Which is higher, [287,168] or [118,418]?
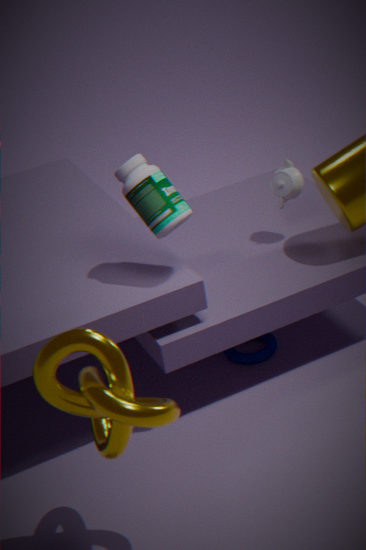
[287,168]
